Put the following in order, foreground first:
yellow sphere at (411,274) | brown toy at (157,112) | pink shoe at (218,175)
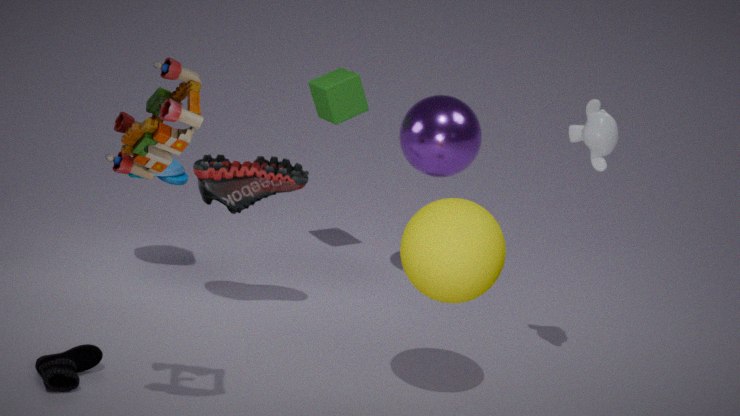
brown toy at (157,112) → yellow sphere at (411,274) → pink shoe at (218,175)
